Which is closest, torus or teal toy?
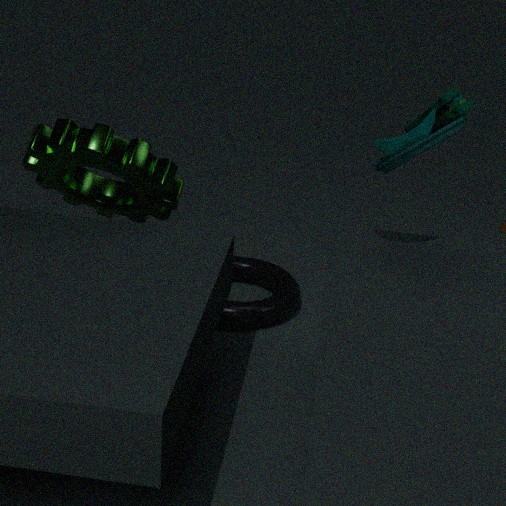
teal toy
